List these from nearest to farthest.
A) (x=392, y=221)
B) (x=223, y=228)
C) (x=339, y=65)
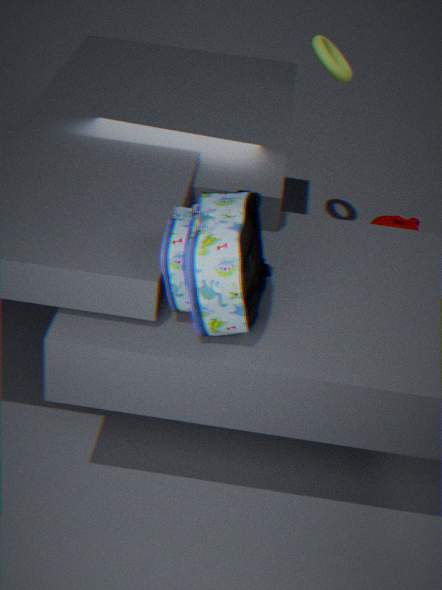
(x=223, y=228) < (x=339, y=65) < (x=392, y=221)
